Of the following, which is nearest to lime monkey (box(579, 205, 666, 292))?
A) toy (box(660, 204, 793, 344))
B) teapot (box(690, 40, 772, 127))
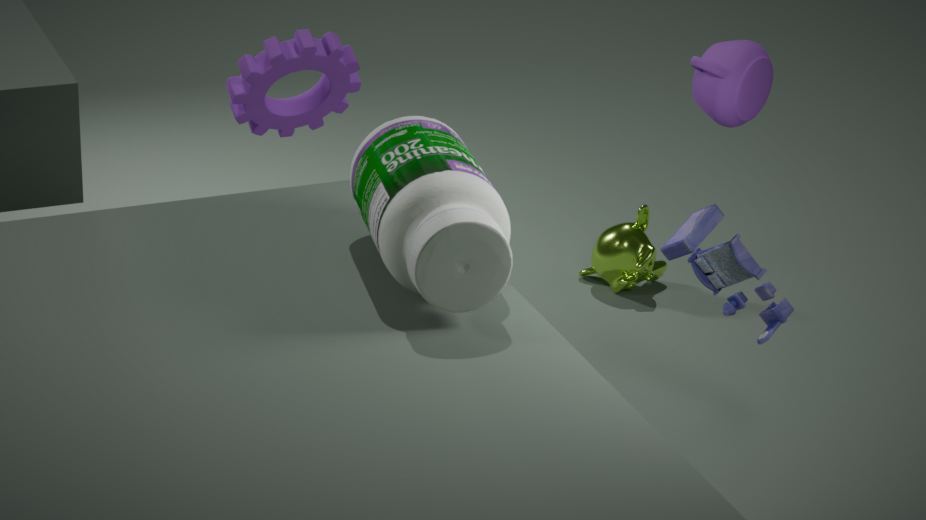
toy (box(660, 204, 793, 344))
